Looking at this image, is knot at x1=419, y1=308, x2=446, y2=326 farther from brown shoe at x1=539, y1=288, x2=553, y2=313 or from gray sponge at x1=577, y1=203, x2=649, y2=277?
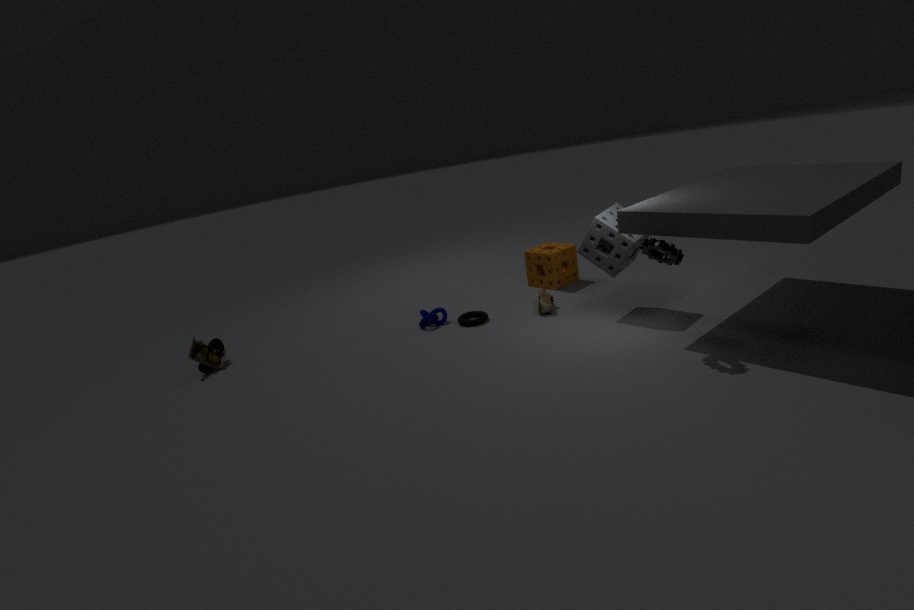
gray sponge at x1=577, y1=203, x2=649, y2=277
